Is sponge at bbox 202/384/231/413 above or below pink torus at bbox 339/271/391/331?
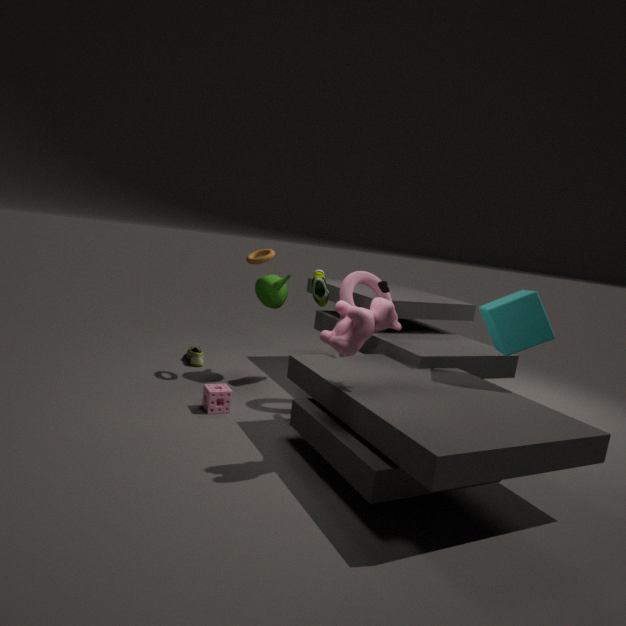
below
